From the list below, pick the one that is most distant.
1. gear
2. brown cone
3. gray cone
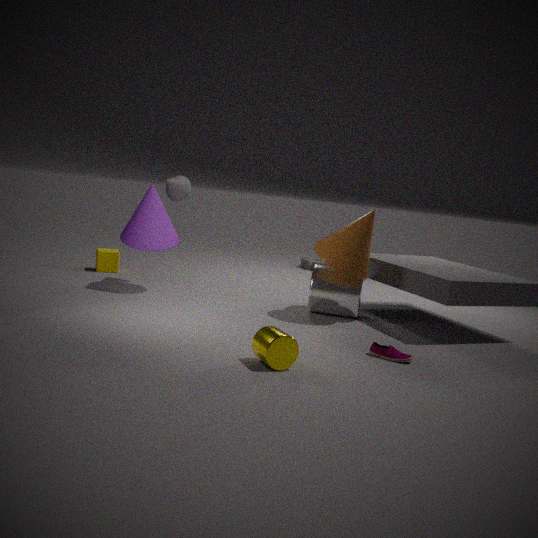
gear
